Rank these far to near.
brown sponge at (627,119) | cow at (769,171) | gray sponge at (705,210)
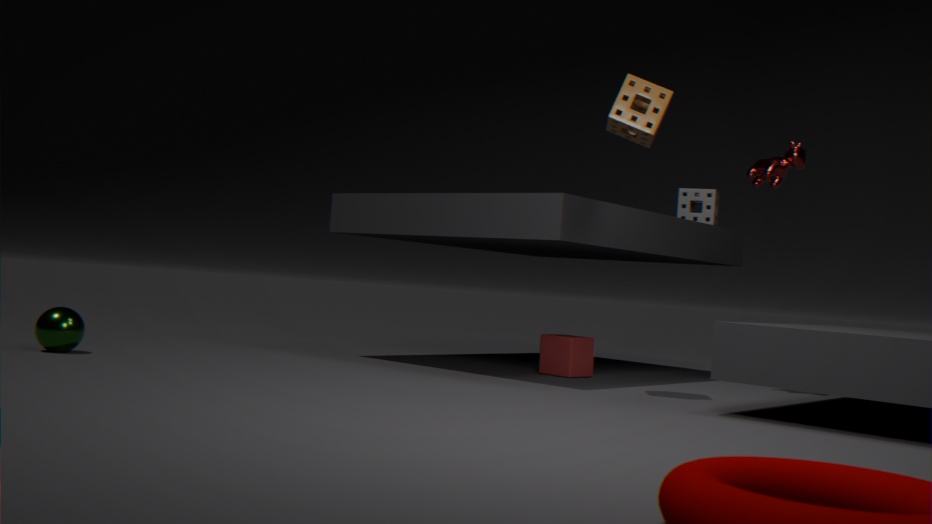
gray sponge at (705,210) < cow at (769,171) < brown sponge at (627,119)
